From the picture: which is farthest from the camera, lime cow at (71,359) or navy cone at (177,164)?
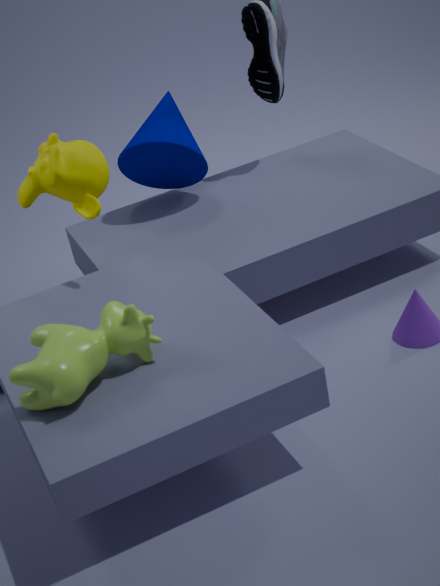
navy cone at (177,164)
